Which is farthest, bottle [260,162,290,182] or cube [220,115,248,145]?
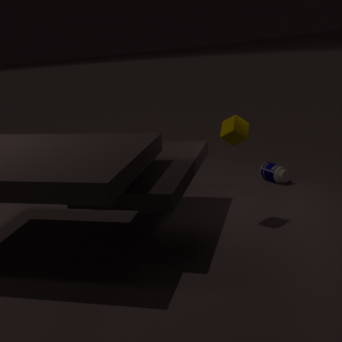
bottle [260,162,290,182]
